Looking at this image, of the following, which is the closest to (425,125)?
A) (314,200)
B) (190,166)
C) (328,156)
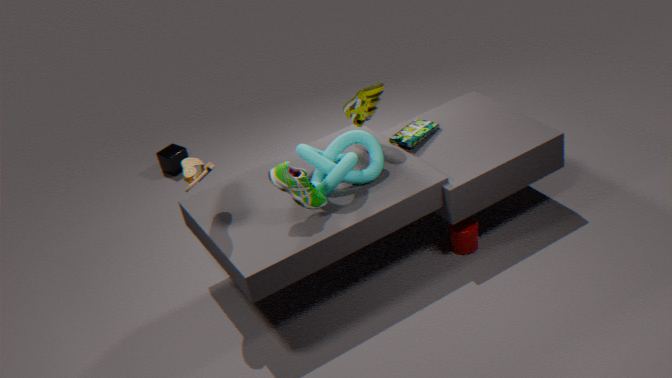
(328,156)
